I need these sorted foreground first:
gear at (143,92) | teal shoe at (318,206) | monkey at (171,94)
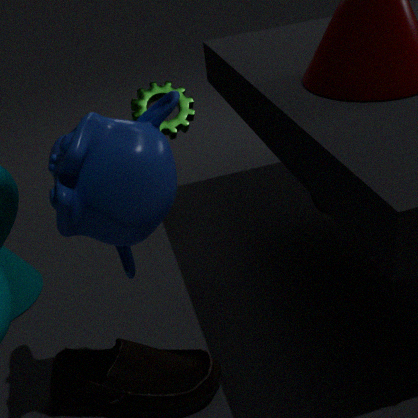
monkey at (171,94), teal shoe at (318,206), gear at (143,92)
